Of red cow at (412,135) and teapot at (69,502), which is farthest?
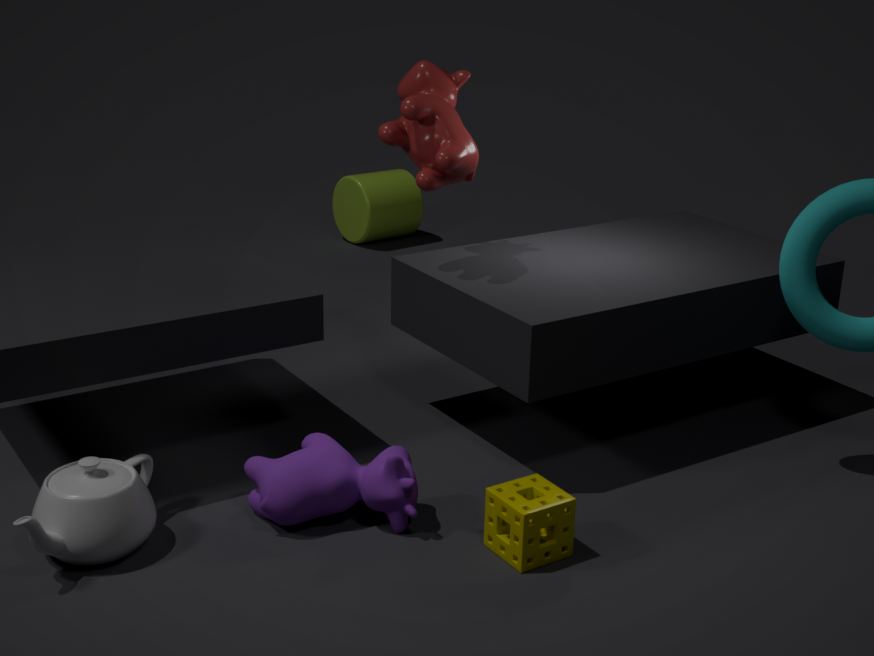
red cow at (412,135)
